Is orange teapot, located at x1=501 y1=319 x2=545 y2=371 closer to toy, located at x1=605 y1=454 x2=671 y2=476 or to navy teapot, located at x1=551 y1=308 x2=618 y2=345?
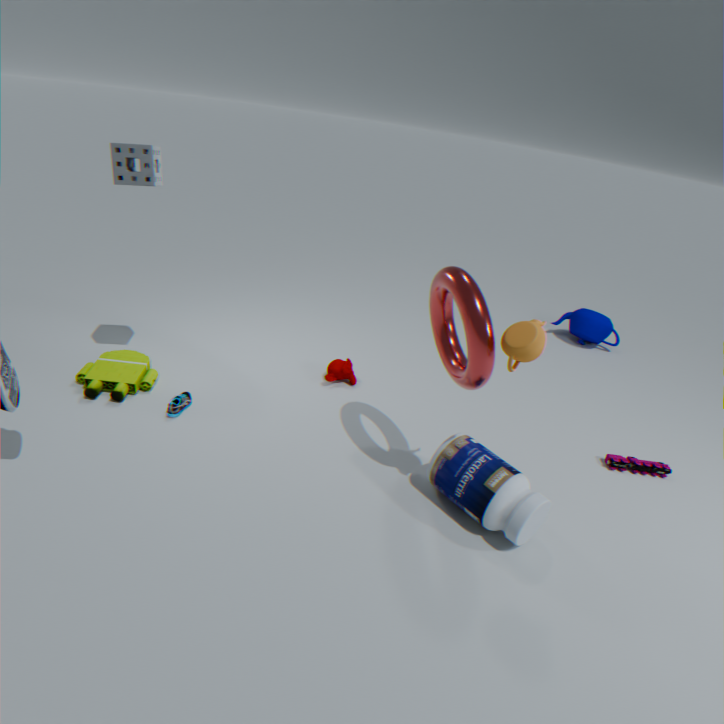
toy, located at x1=605 y1=454 x2=671 y2=476
